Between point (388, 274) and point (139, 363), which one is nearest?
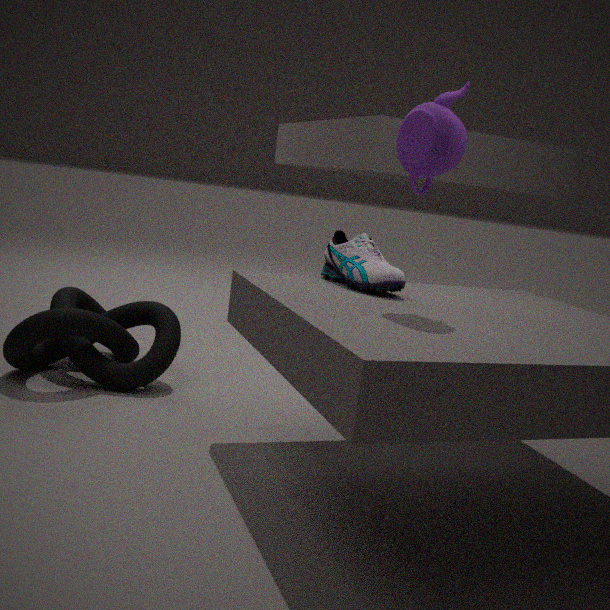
point (388, 274)
